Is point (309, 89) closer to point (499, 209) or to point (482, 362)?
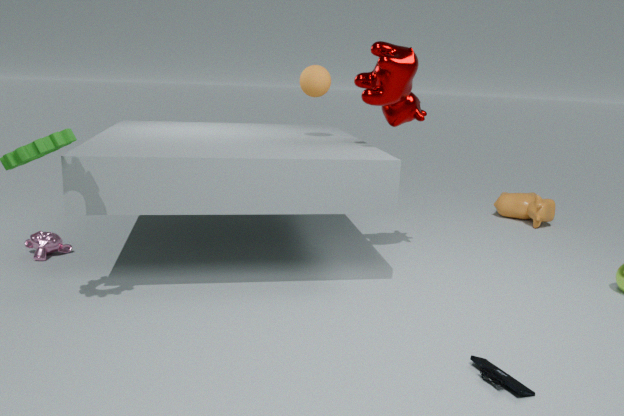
point (482, 362)
